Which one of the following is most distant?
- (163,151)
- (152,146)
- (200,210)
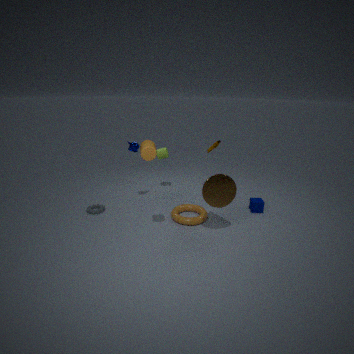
(163,151)
